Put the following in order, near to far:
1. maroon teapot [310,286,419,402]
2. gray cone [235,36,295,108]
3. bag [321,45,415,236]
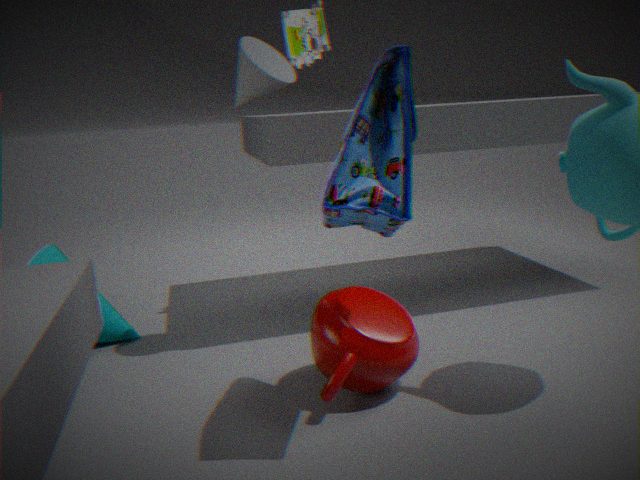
bag [321,45,415,236] → maroon teapot [310,286,419,402] → gray cone [235,36,295,108]
